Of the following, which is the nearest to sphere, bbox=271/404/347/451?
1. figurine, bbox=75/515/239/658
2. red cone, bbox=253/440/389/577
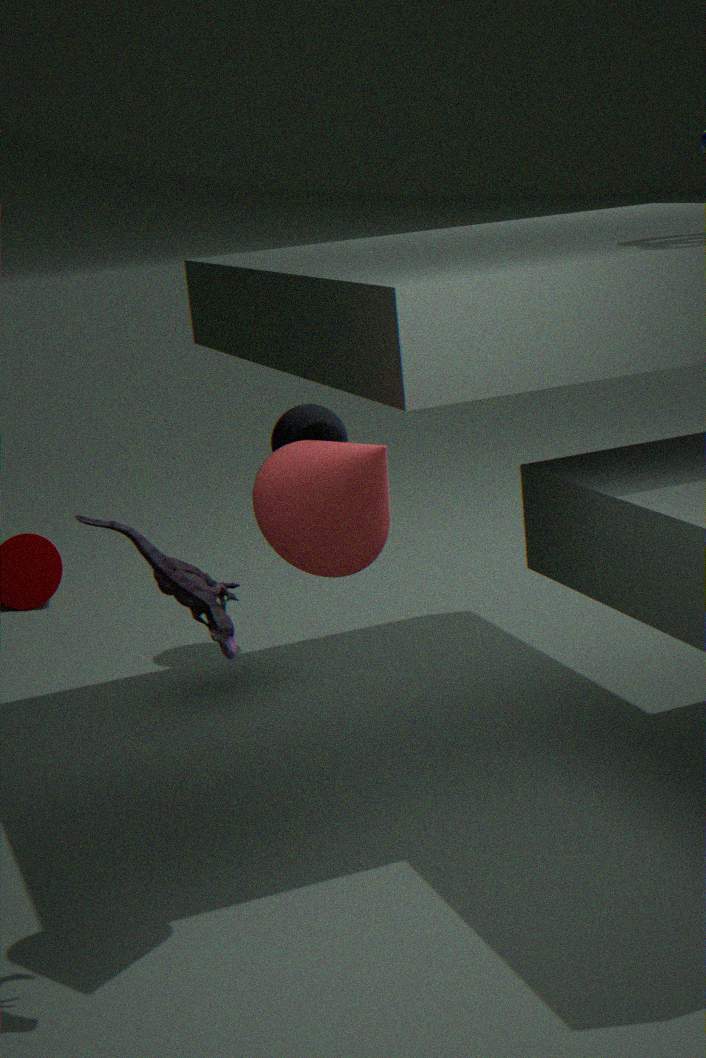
red cone, bbox=253/440/389/577
